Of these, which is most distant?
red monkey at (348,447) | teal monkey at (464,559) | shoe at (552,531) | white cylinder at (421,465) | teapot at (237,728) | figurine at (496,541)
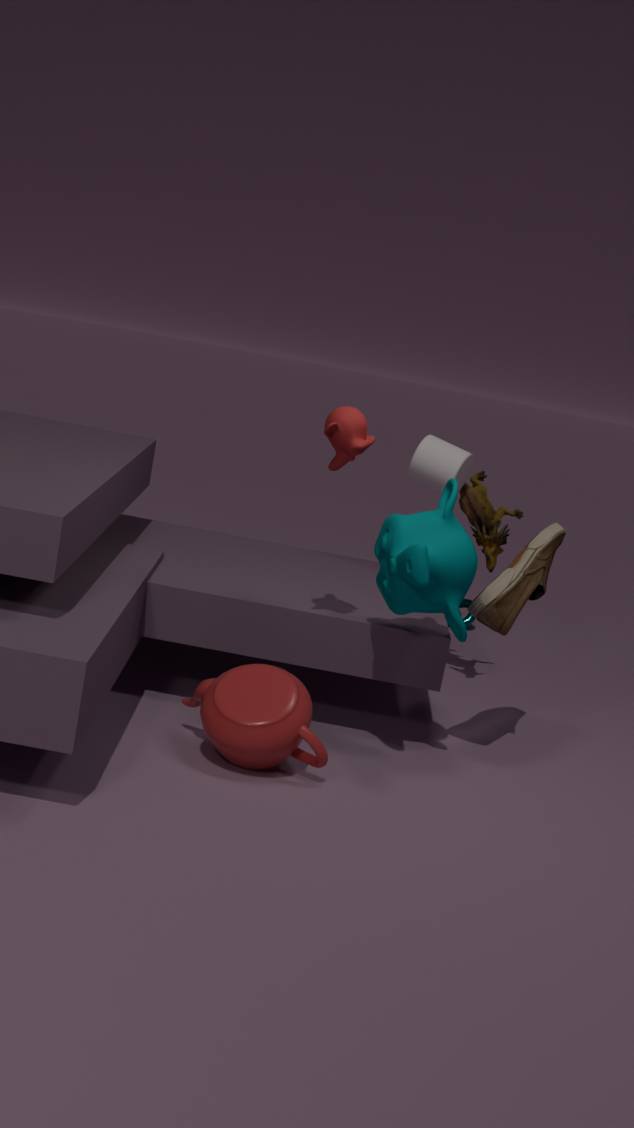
figurine at (496,541)
